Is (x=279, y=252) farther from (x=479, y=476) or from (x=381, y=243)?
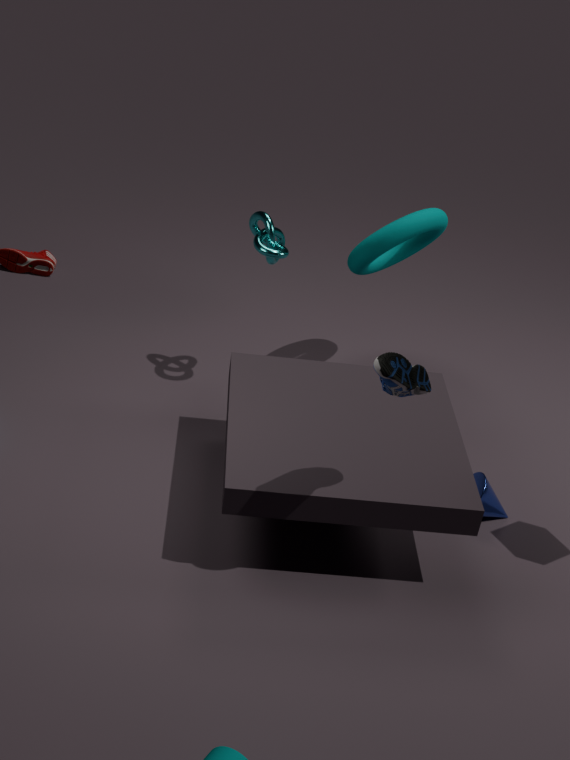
(x=479, y=476)
